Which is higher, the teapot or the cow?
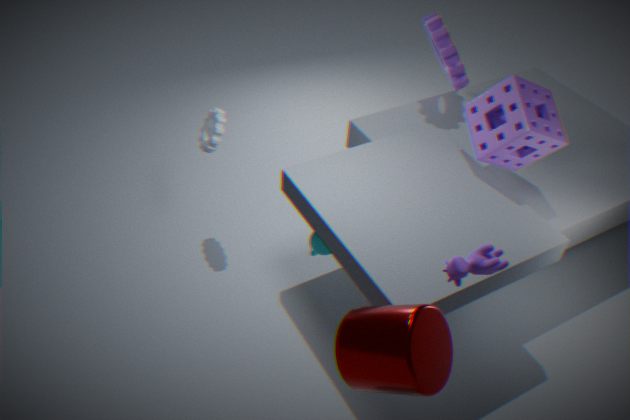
the cow
